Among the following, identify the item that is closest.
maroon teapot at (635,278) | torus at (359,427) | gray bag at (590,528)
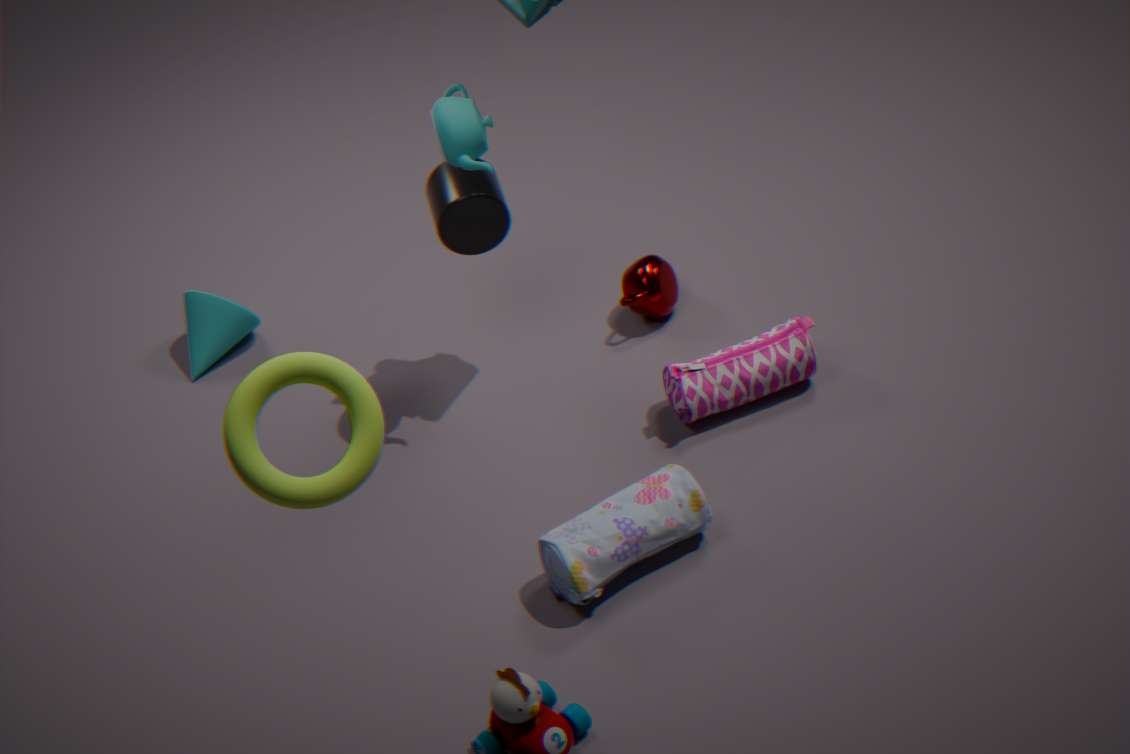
torus at (359,427)
